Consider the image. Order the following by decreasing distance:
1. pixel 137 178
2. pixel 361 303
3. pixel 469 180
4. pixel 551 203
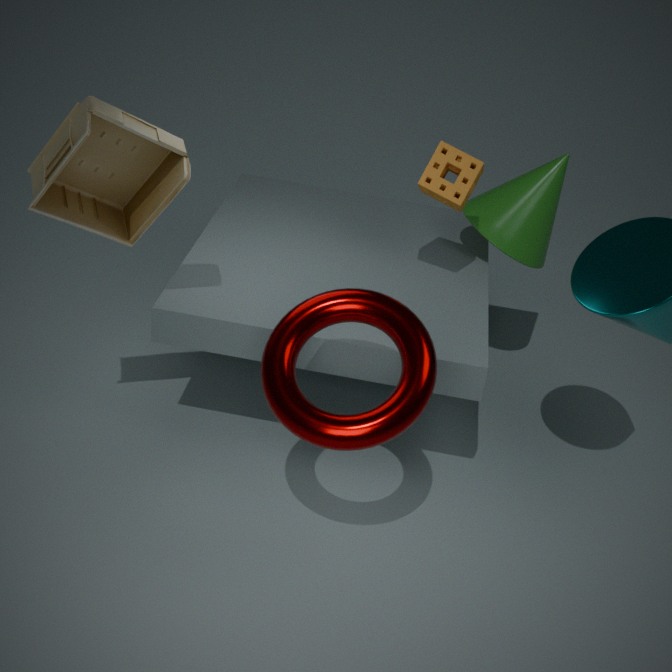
pixel 551 203
pixel 469 180
pixel 137 178
pixel 361 303
